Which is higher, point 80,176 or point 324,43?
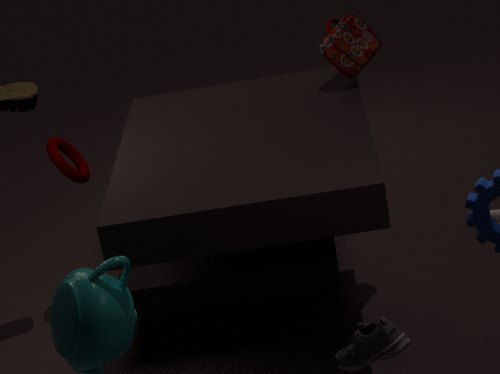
point 324,43
